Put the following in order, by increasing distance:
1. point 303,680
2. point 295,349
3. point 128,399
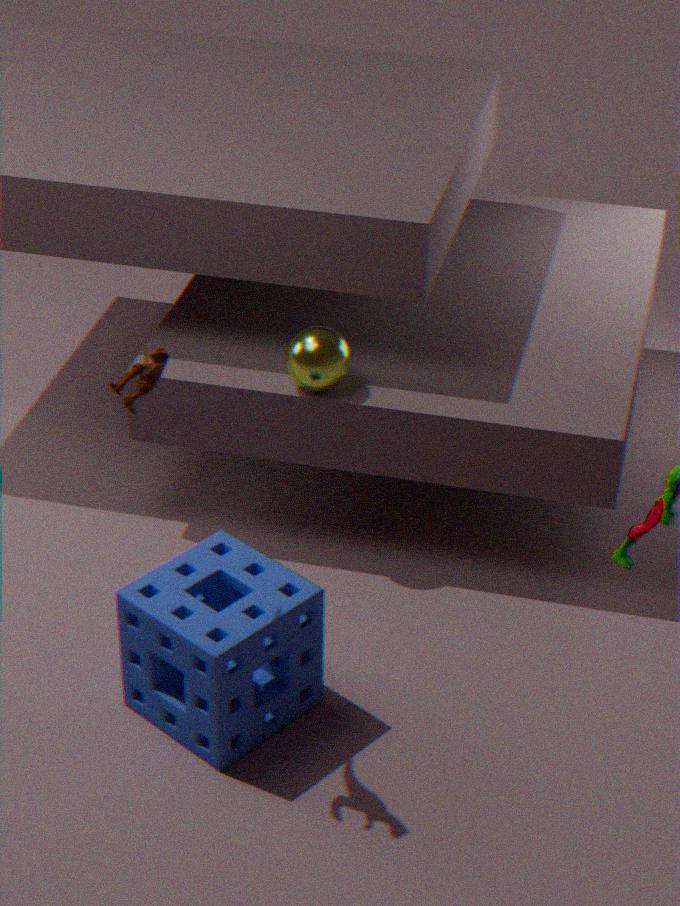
point 128,399 → point 303,680 → point 295,349
